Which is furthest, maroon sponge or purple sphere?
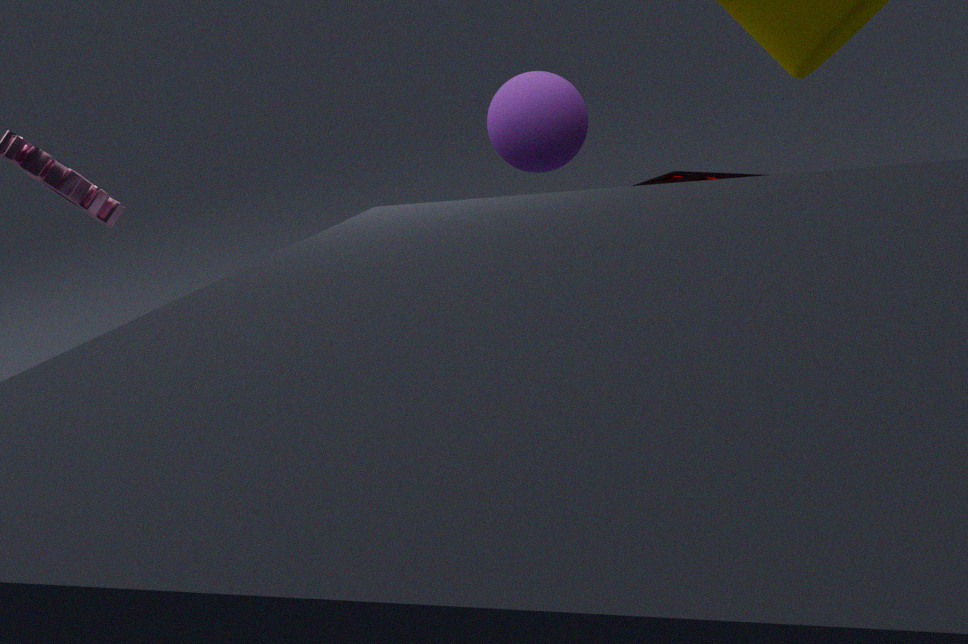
maroon sponge
